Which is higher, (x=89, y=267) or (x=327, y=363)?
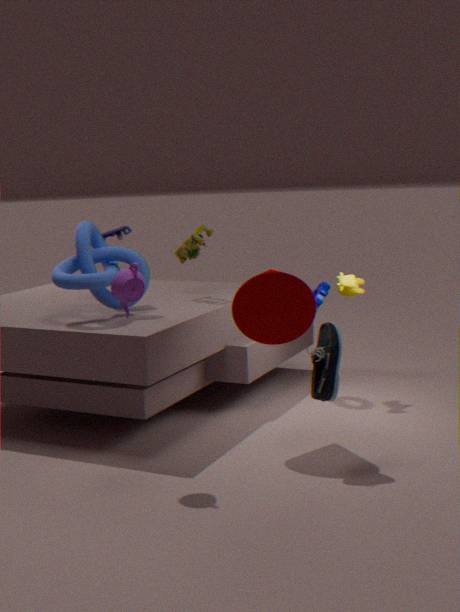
(x=89, y=267)
